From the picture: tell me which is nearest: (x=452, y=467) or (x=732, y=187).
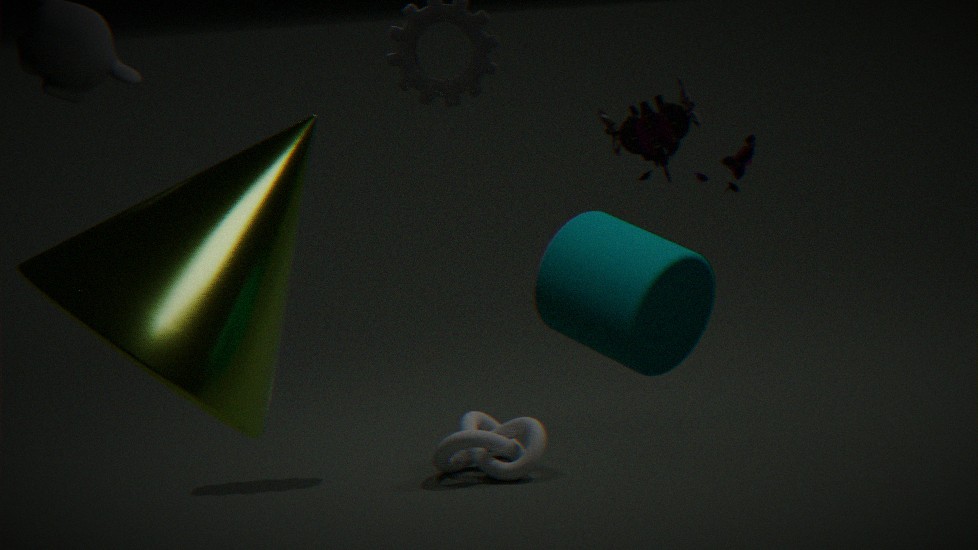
(x=732, y=187)
